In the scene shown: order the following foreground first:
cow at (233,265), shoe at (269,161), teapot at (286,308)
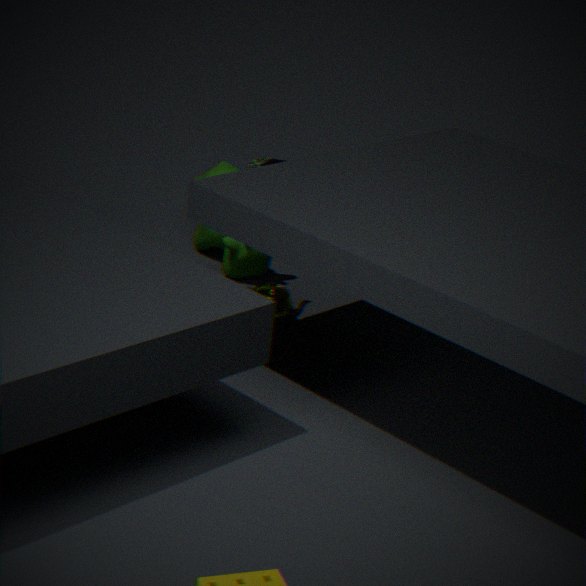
teapot at (286,308) → cow at (233,265) → shoe at (269,161)
